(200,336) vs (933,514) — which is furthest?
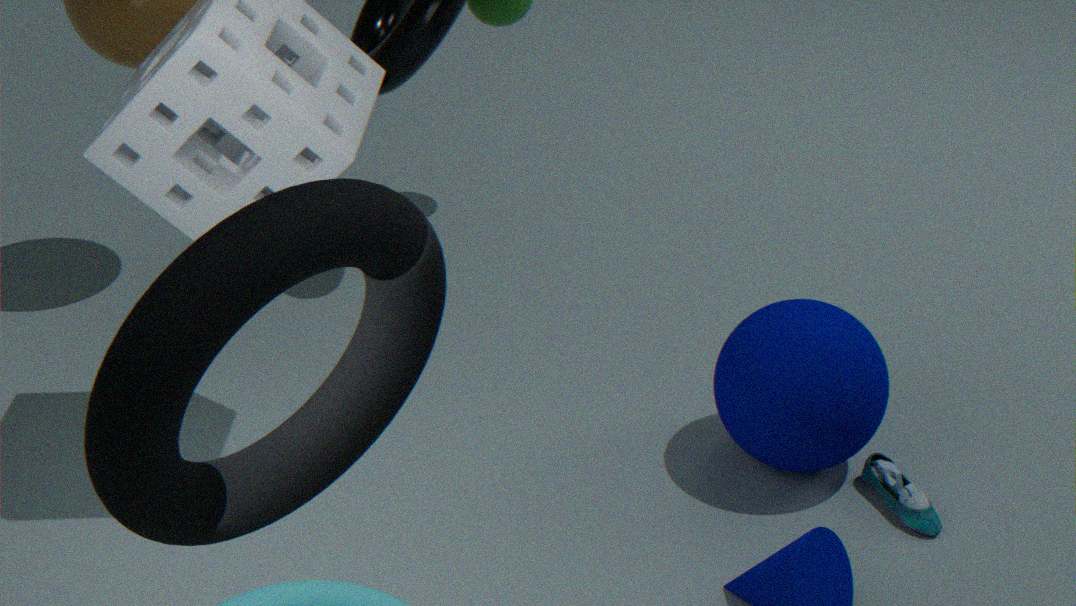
(933,514)
